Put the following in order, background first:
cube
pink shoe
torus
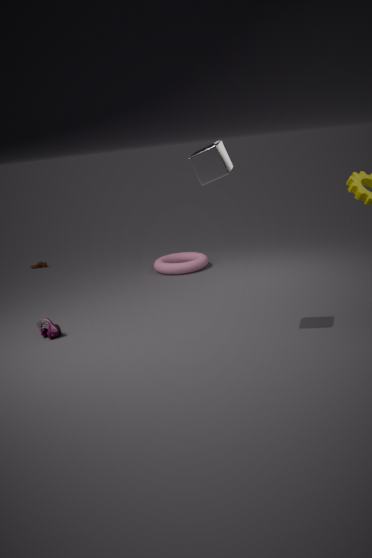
torus < pink shoe < cube
